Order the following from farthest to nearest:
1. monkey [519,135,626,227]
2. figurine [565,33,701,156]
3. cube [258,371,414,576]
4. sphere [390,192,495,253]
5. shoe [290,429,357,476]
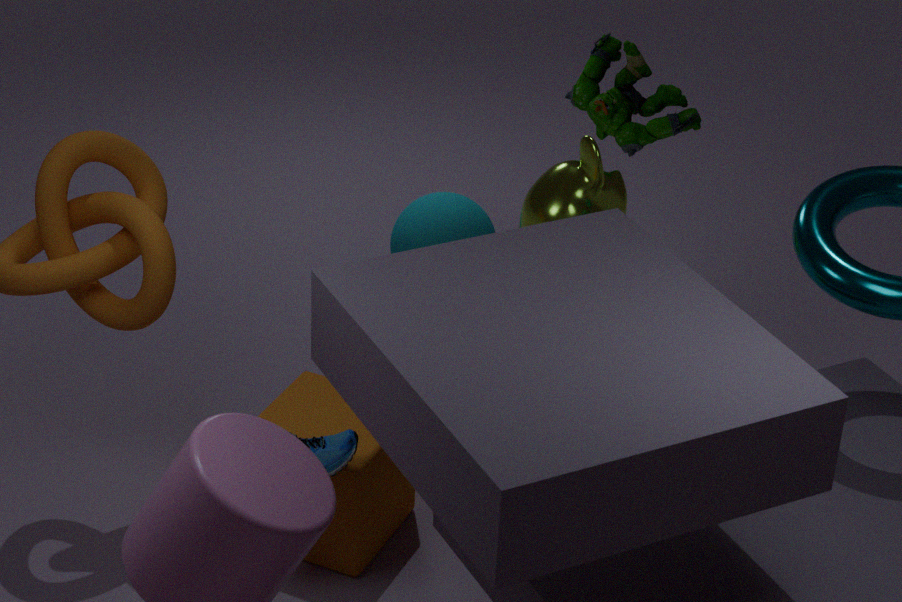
sphere [390,192,495,253] < figurine [565,33,701,156] < monkey [519,135,626,227] < cube [258,371,414,576] < shoe [290,429,357,476]
